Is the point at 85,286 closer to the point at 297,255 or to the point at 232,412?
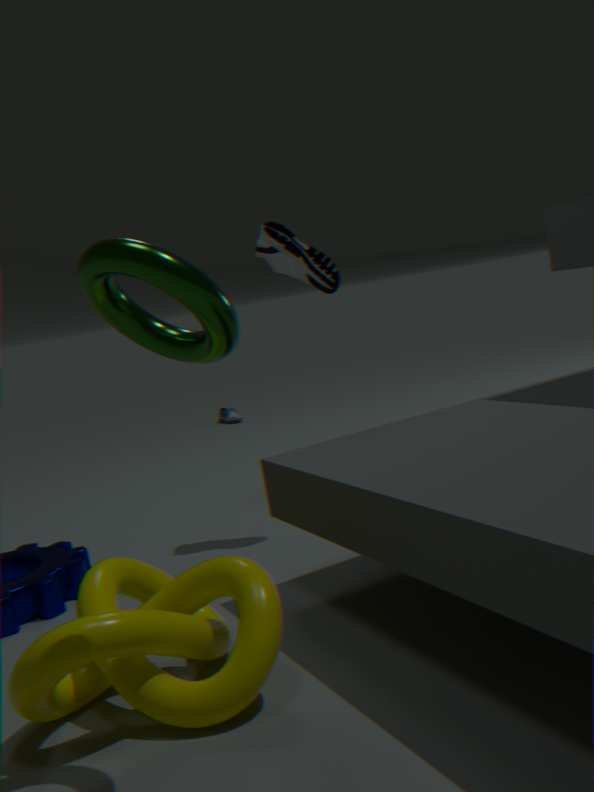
the point at 297,255
